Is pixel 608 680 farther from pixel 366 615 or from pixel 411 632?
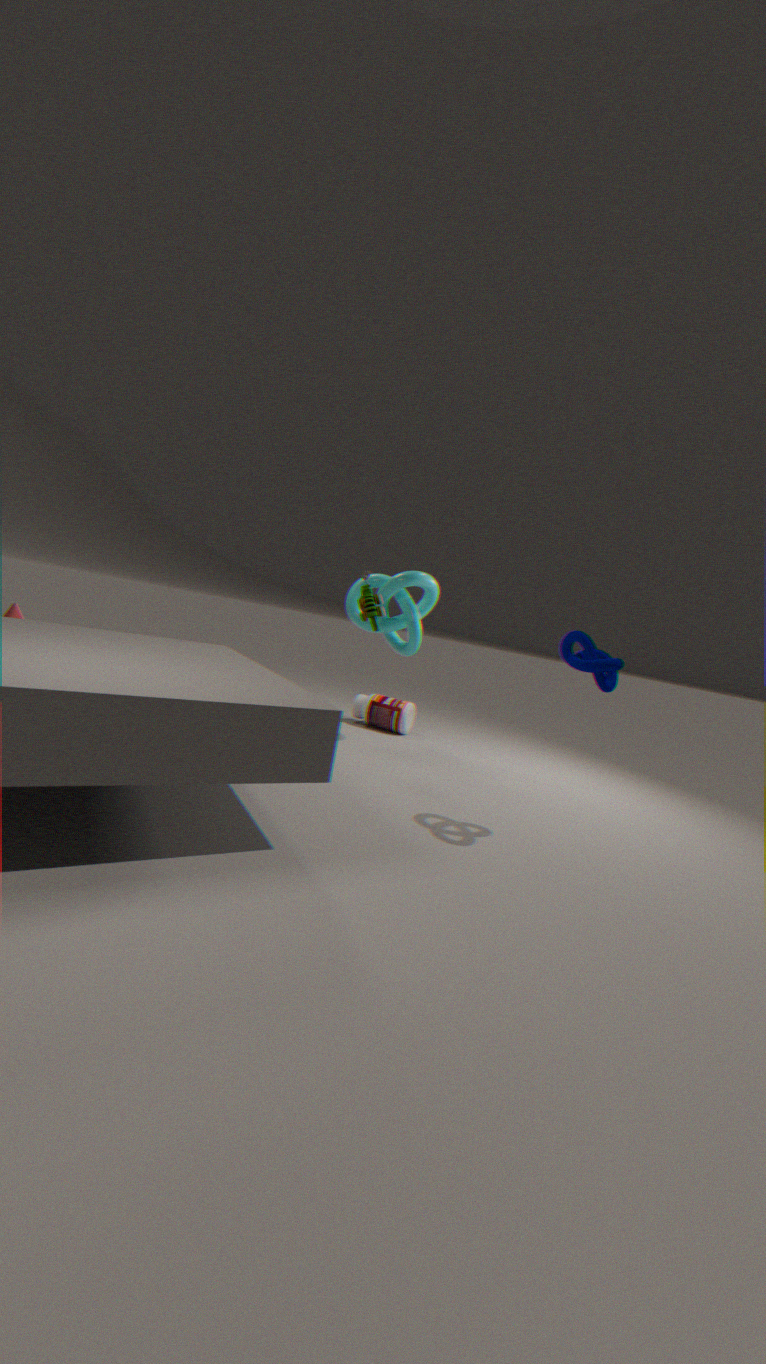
pixel 411 632
